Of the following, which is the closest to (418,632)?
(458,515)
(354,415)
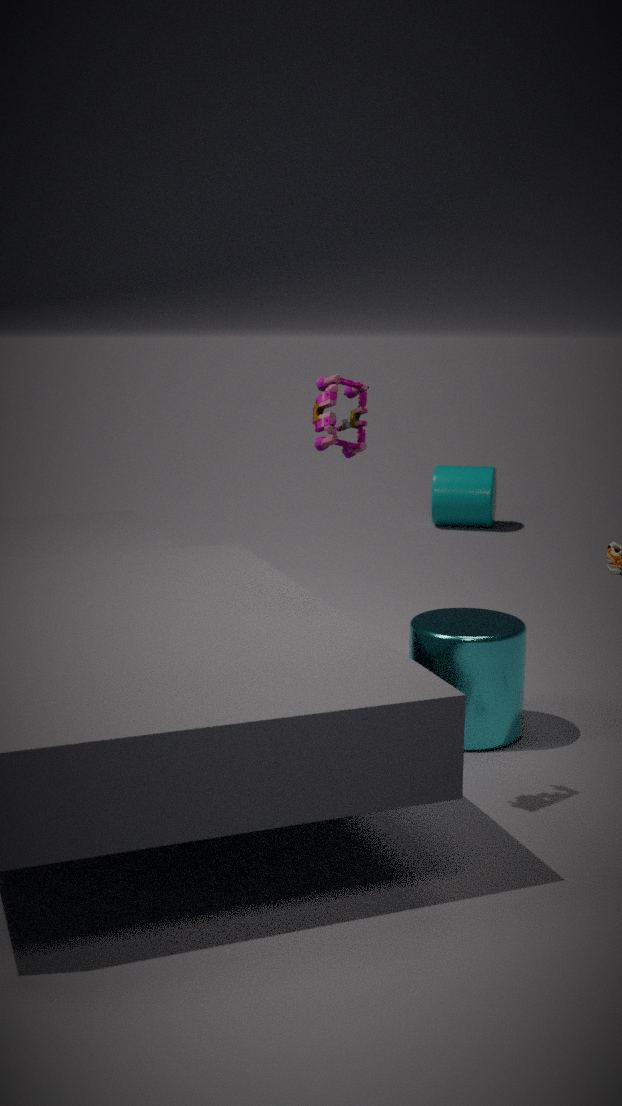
(354,415)
